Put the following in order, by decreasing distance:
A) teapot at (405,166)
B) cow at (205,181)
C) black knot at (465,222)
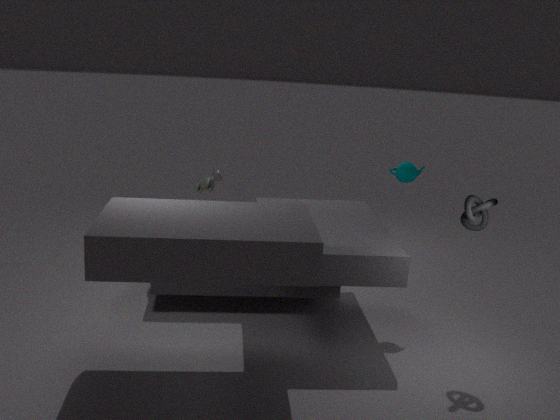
cow at (205,181) → teapot at (405,166) → black knot at (465,222)
